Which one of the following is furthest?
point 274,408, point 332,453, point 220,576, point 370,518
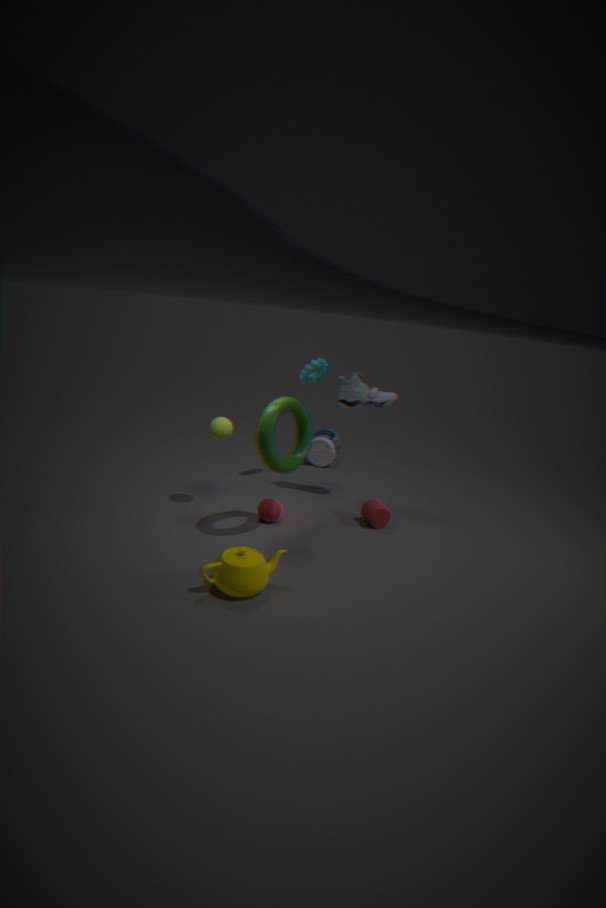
point 332,453
